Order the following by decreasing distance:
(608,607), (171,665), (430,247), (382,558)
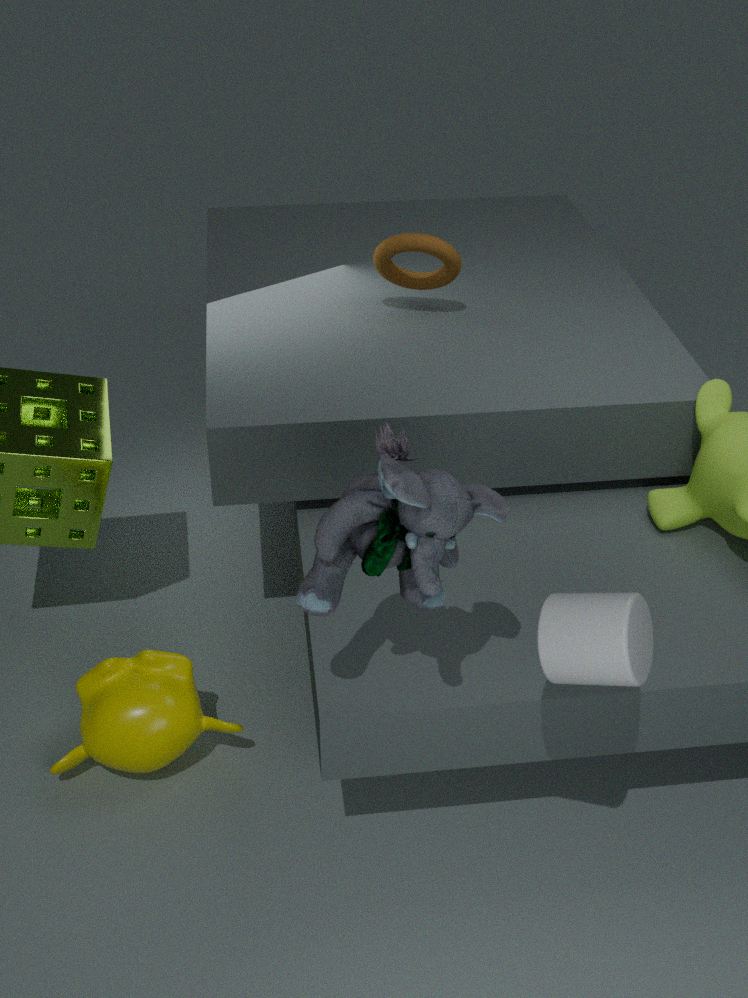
(430,247), (171,665), (382,558), (608,607)
